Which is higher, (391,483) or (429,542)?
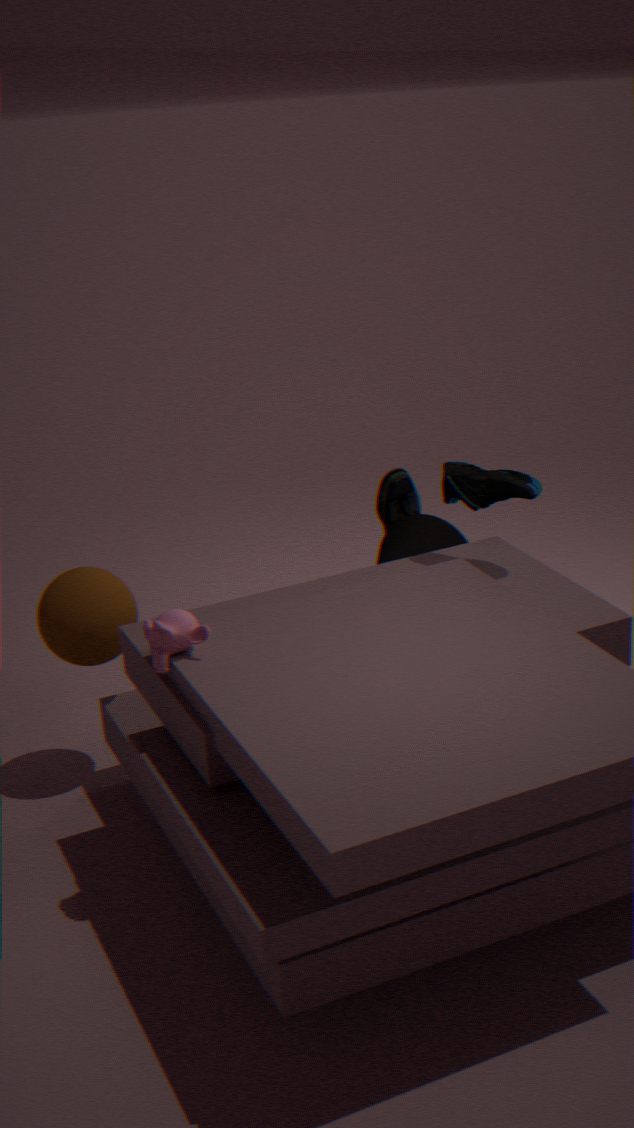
(391,483)
